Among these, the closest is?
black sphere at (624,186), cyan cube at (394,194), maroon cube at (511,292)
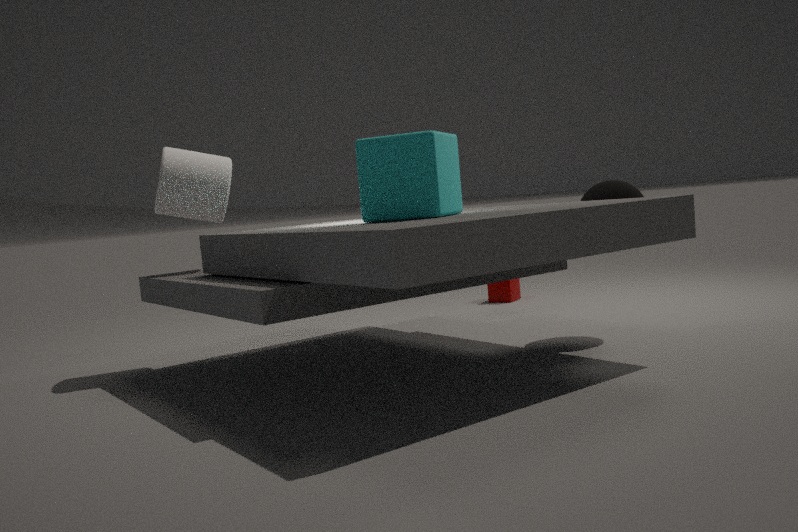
cyan cube at (394,194)
